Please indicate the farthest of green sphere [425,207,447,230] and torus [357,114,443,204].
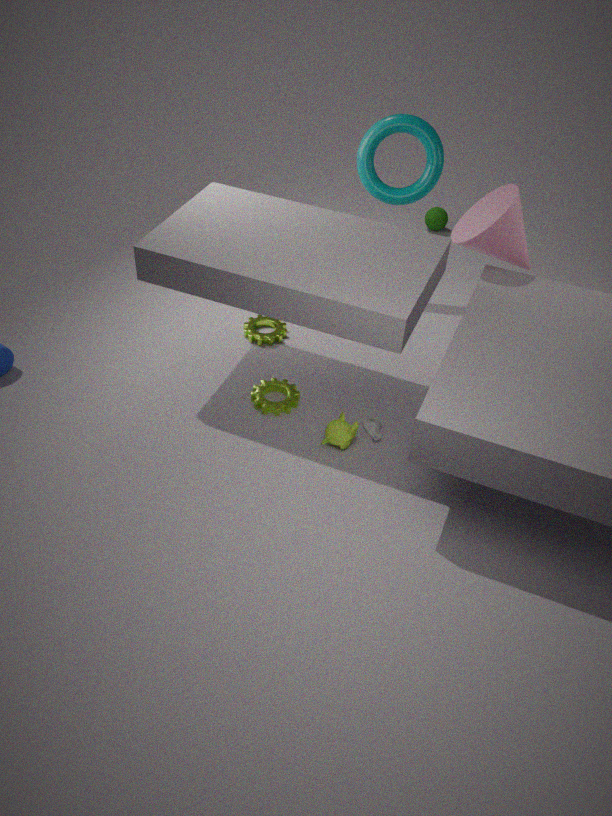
green sphere [425,207,447,230]
